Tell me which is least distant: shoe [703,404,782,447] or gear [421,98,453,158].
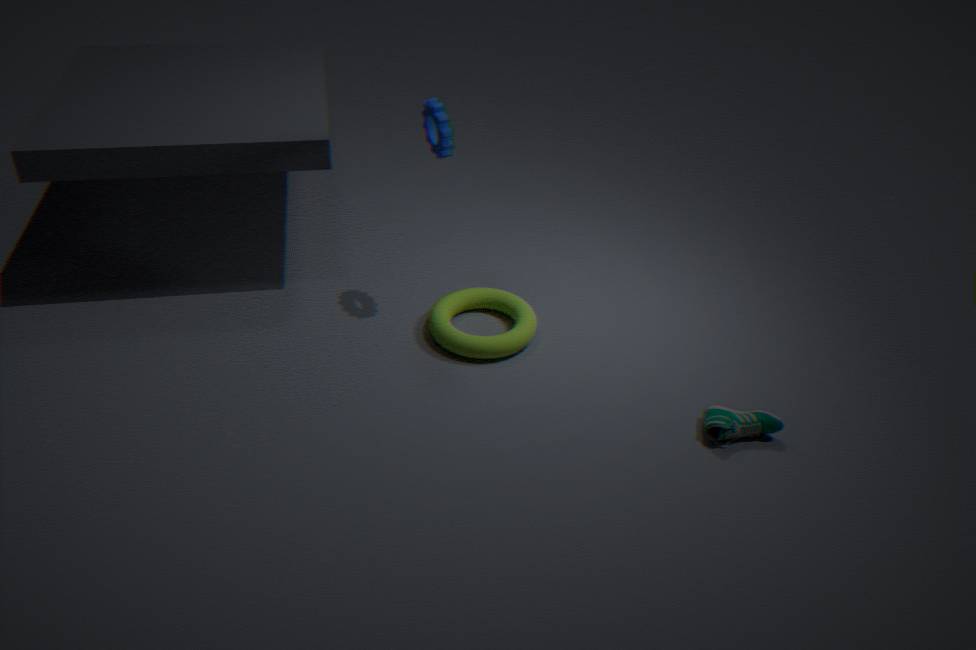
shoe [703,404,782,447]
